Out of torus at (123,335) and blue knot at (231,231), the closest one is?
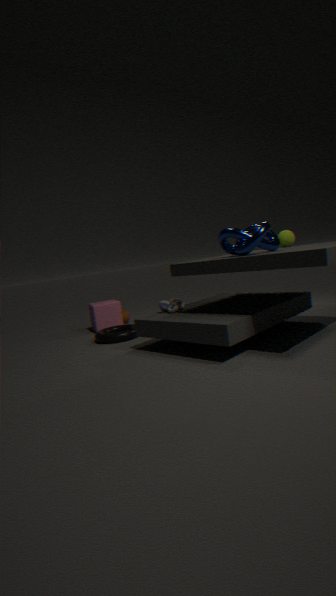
blue knot at (231,231)
